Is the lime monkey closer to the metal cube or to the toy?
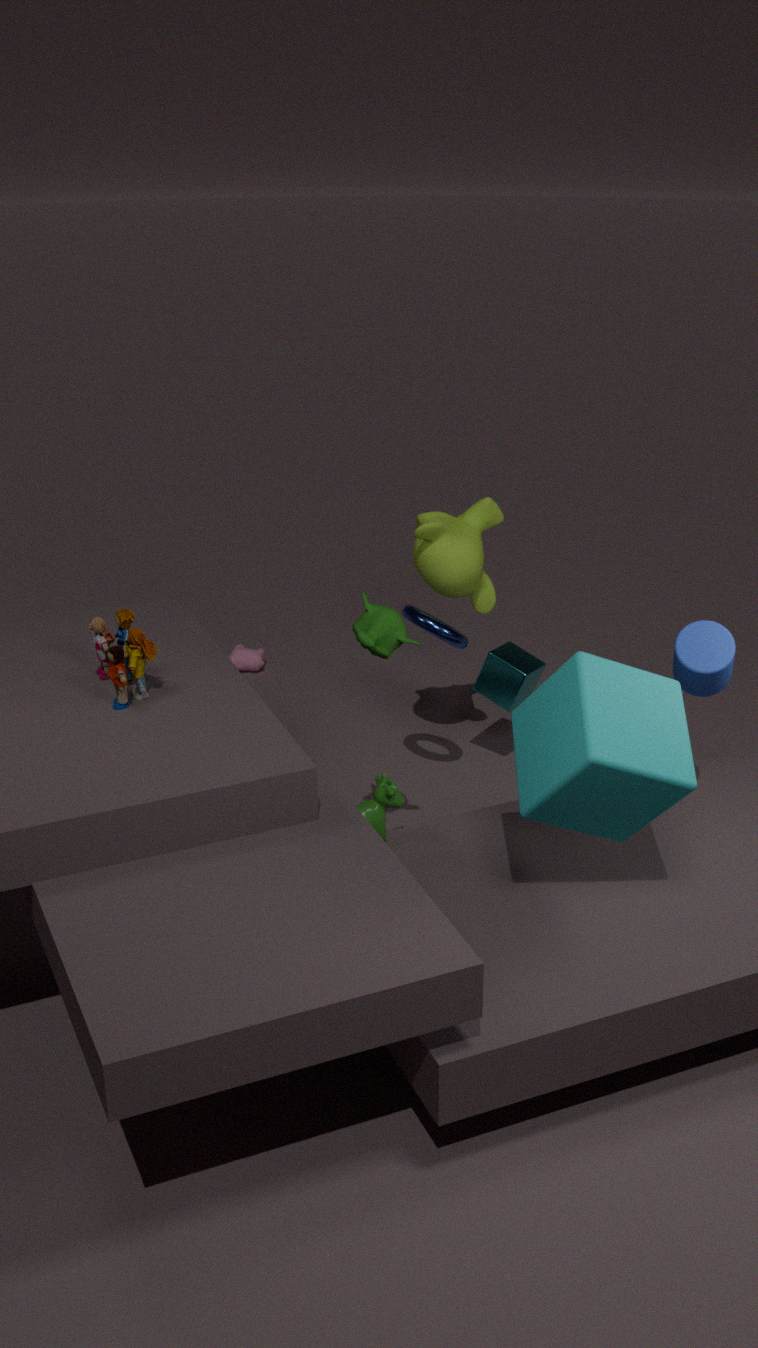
the metal cube
